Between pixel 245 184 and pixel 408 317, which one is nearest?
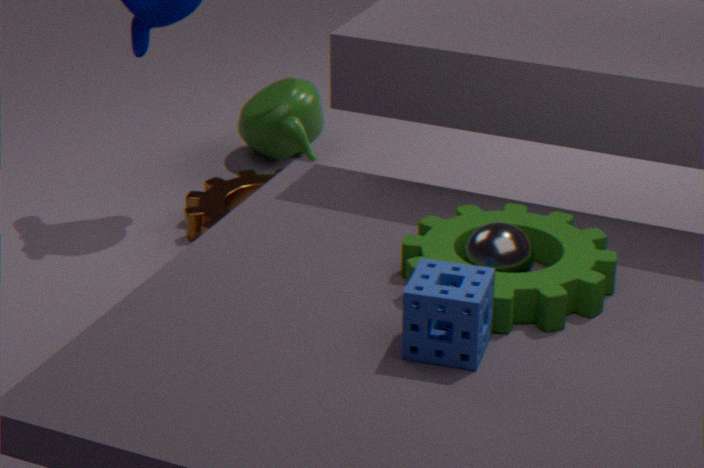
pixel 408 317
